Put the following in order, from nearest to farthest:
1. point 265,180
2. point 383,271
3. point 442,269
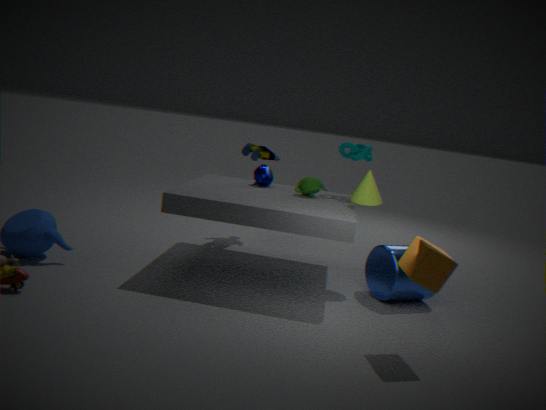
point 442,269 → point 383,271 → point 265,180
